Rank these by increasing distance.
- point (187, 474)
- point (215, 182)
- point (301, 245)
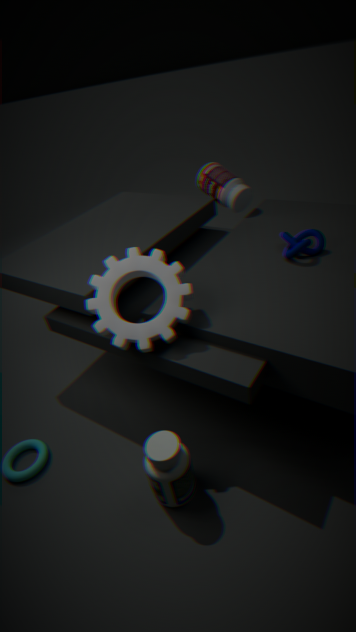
1. point (187, 474)
2. point (301, 245)
3. point (215, 182)
